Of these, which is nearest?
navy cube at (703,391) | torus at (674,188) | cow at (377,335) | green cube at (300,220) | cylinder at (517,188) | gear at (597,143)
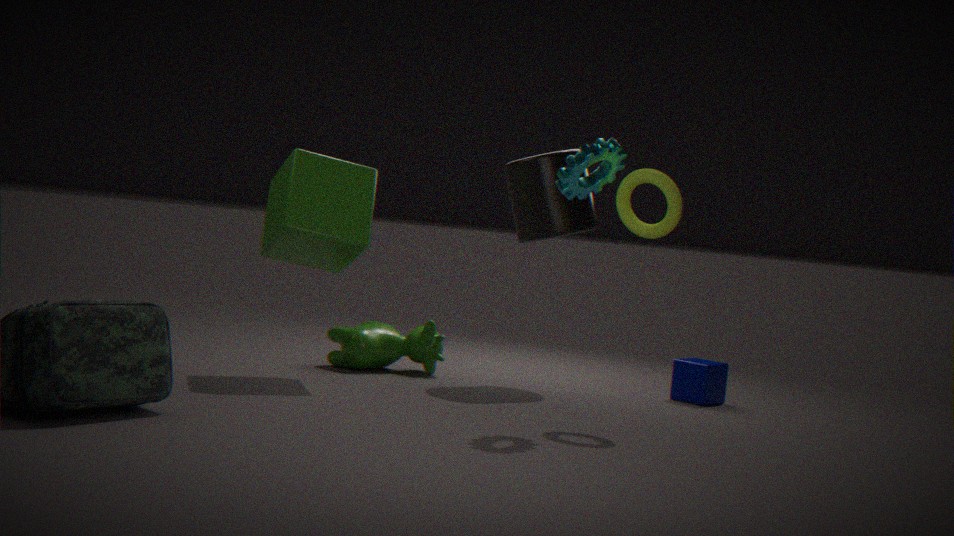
gear at (597,143)
